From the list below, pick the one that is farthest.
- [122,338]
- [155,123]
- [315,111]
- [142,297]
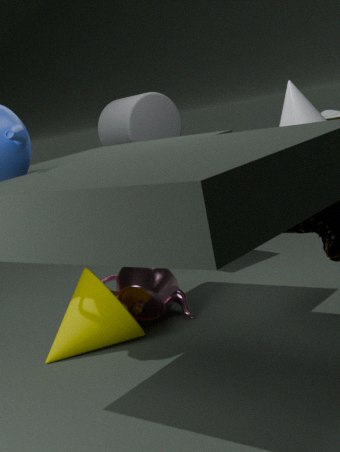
[155,123]
